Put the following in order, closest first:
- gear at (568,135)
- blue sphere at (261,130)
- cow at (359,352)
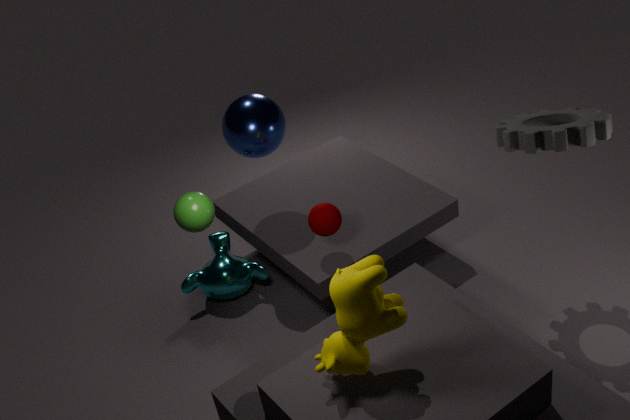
cow at (359,352) < gear at (568,135) < blue sphere at (261,130)
